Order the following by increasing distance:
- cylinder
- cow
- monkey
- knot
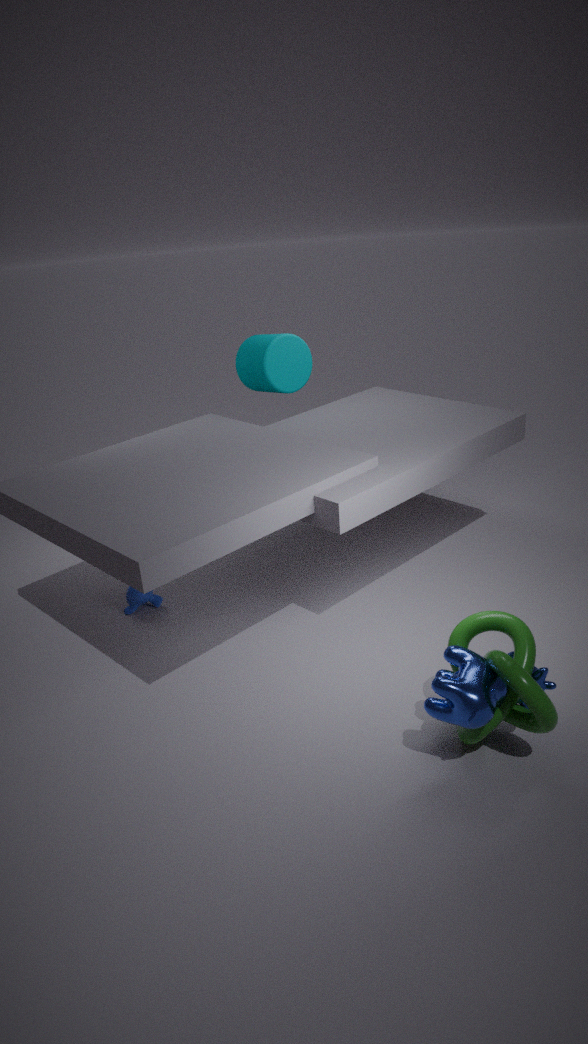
knot
cow
monkey
cylinder
